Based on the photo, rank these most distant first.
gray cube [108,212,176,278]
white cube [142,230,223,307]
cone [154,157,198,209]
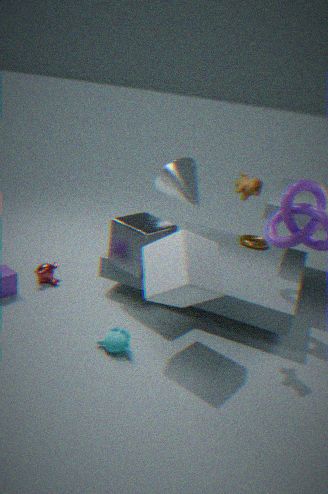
cone [154,157,198,209] → gray cube [108,212,176,278] → white cube [142,230,223,307]
